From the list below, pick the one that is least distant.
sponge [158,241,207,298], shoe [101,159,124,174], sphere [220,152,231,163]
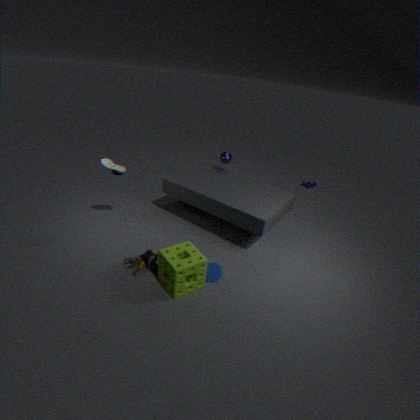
sponge [158,241,207,298]
